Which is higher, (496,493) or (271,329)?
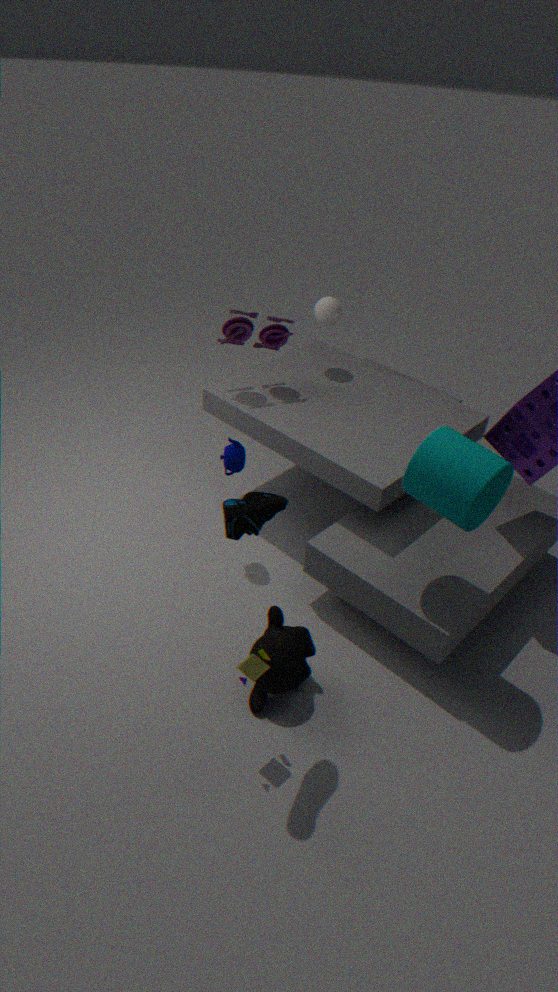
(271,329)
